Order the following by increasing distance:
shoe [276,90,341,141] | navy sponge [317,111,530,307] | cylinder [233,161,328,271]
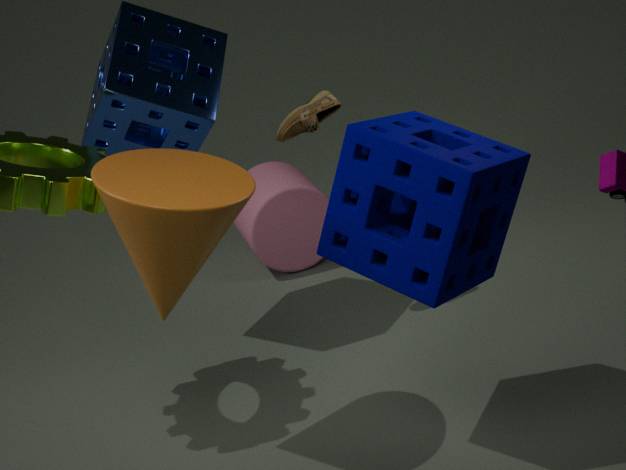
navy sponge [317,111,530,307]
shoe [276,90,341,141]
cylinder [233,161,328,271]
